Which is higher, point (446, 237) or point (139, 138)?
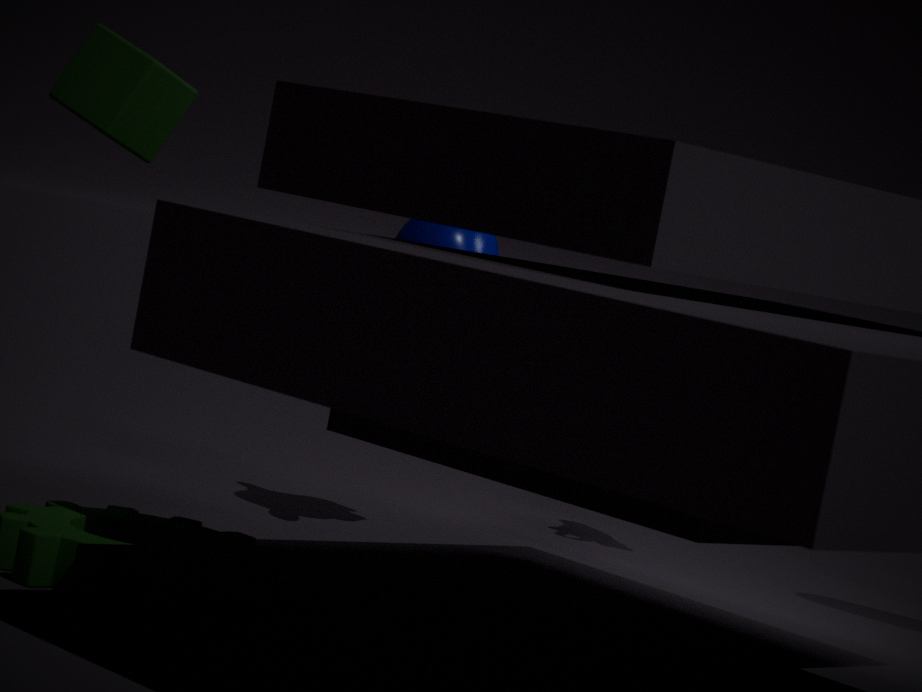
point (139, 138)
